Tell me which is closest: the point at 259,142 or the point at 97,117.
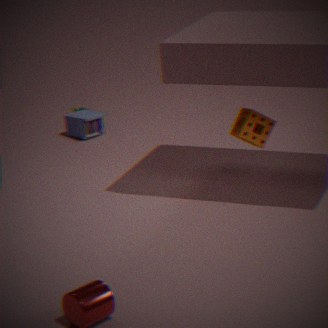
the point at 259,142
